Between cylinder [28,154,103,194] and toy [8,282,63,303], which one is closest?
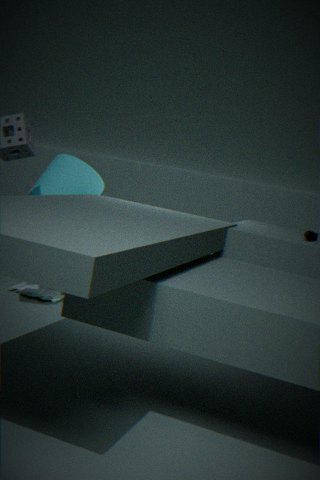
cylinder [28,154,103,194]
